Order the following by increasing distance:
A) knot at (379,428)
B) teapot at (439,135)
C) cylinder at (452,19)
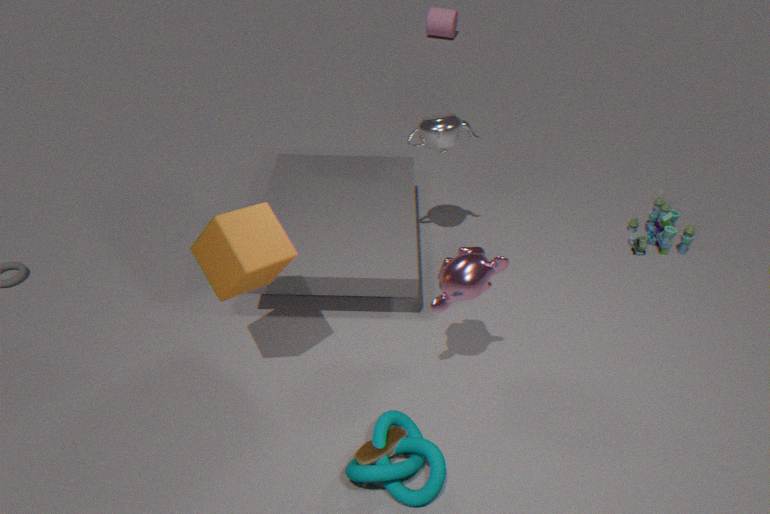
knot at (379,428) < teapot at (439,135) < cylinder at (452,19)
